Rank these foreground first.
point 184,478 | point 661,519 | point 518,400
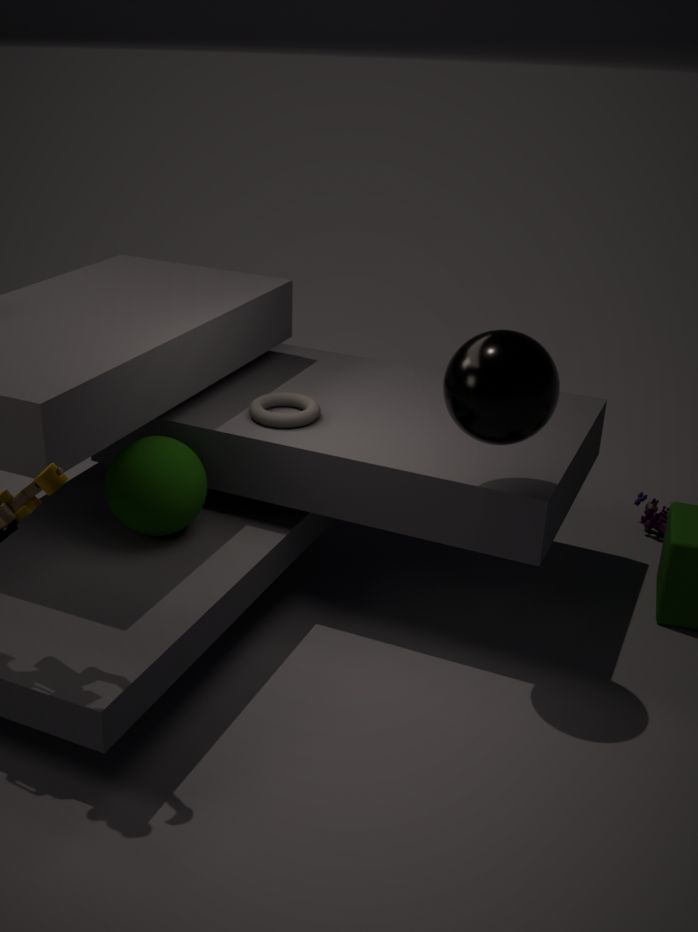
point 518,400 → point 184,478 → point 661,519
